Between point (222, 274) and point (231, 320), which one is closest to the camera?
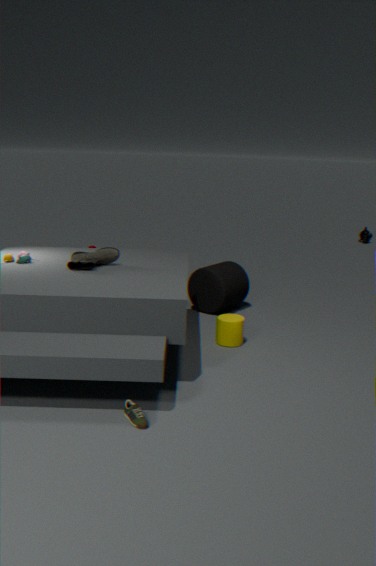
point (231, 320)
